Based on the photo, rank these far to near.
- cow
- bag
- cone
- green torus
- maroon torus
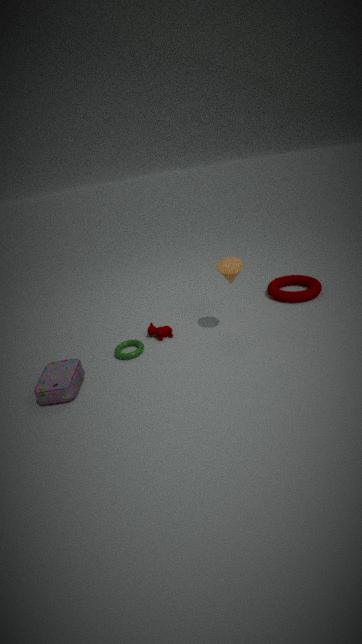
1. maroon torus
2. cow
3. green torus
4. cone
5. bag
